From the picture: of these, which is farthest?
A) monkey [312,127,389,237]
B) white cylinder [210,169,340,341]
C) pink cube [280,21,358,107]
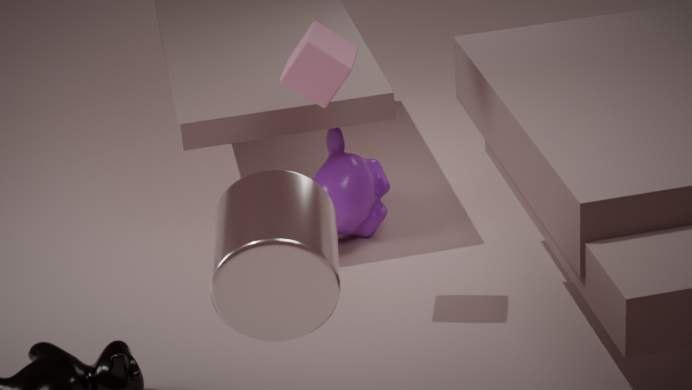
monkey [312,127,389,237]
